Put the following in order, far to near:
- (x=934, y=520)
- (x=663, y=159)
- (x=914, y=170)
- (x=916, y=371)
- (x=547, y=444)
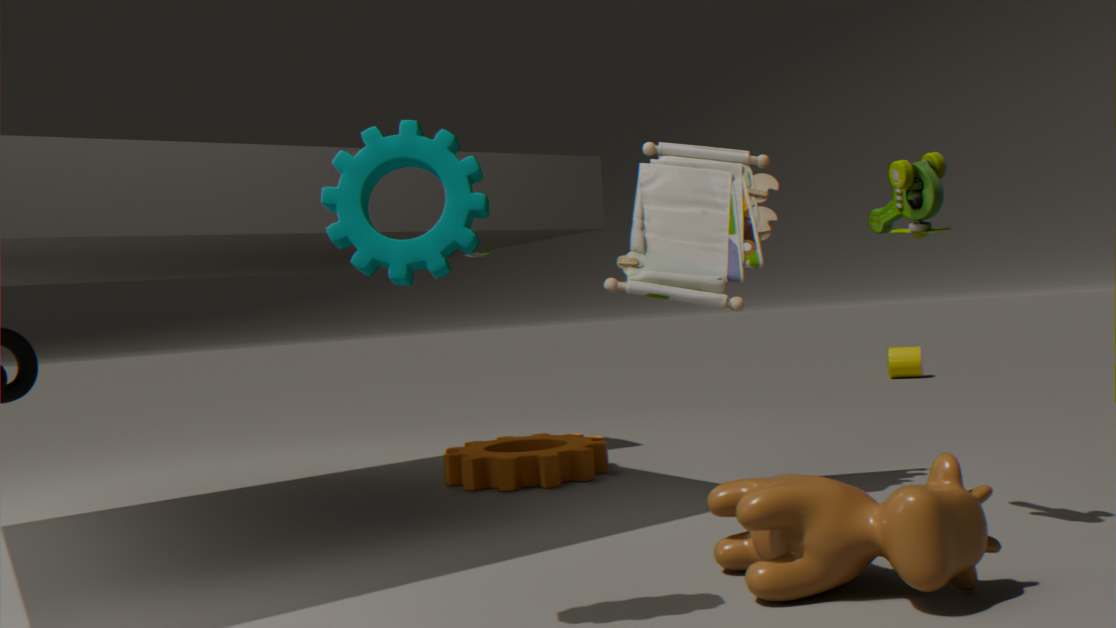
(x=916, y=371) < (x=547, y=444) < (x=663, y=159) < (x=914, y=170) < (x=934, y=520)
